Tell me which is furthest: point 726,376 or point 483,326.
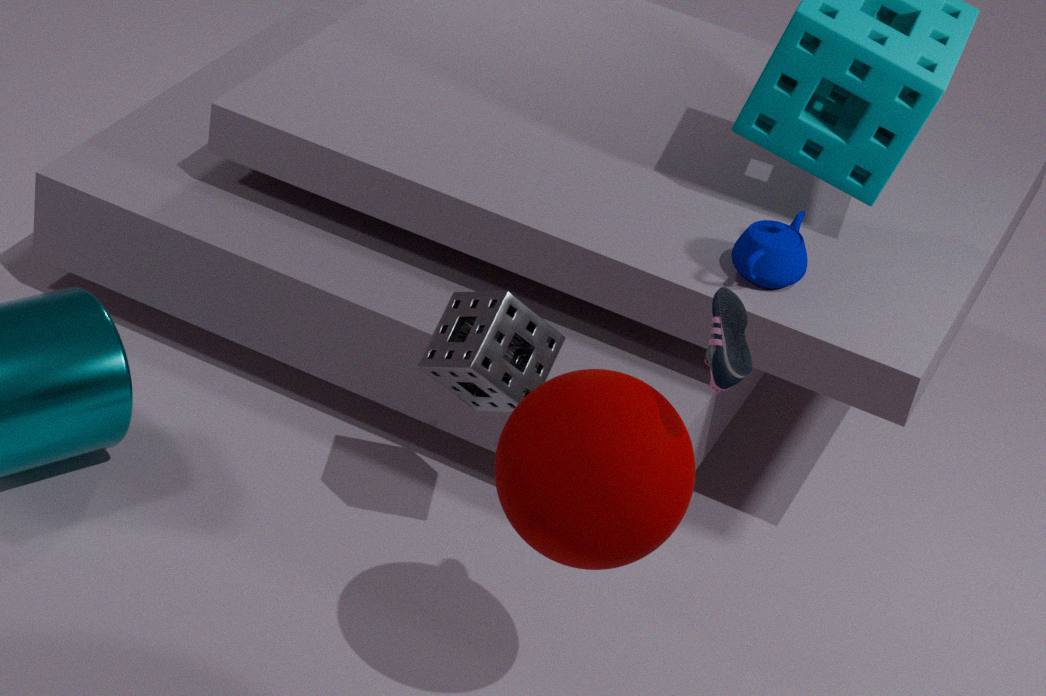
point 483,326
